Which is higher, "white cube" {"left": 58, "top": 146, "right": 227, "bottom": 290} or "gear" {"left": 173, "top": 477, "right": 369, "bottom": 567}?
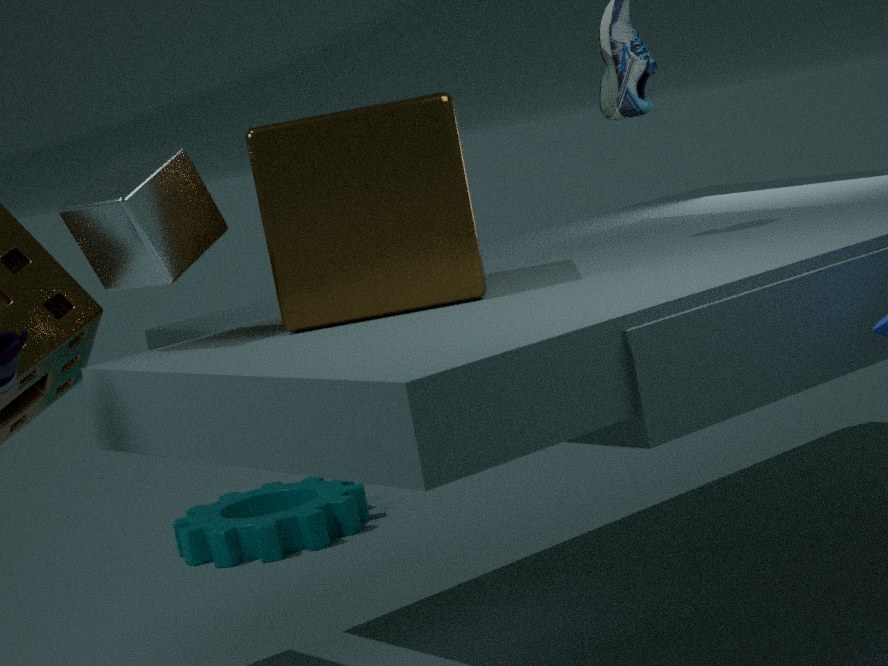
"white cube" {"left": 58, "top": 146, "right": 227, "bottom": 290}
